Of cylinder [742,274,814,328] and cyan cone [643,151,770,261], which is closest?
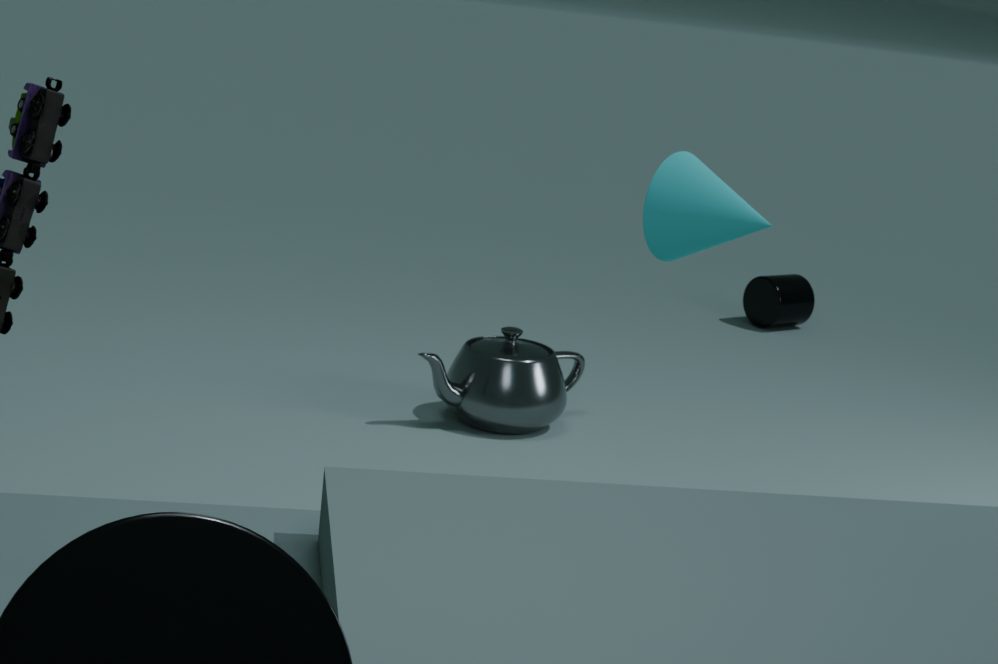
cyan cone [643,151,770,261]
